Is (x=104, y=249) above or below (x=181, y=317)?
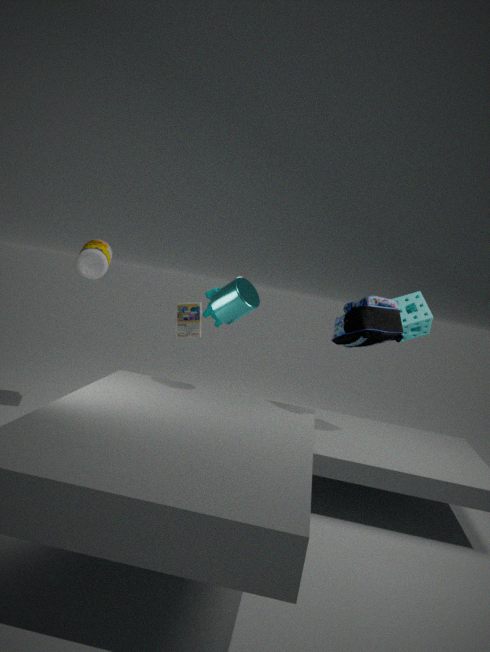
above
